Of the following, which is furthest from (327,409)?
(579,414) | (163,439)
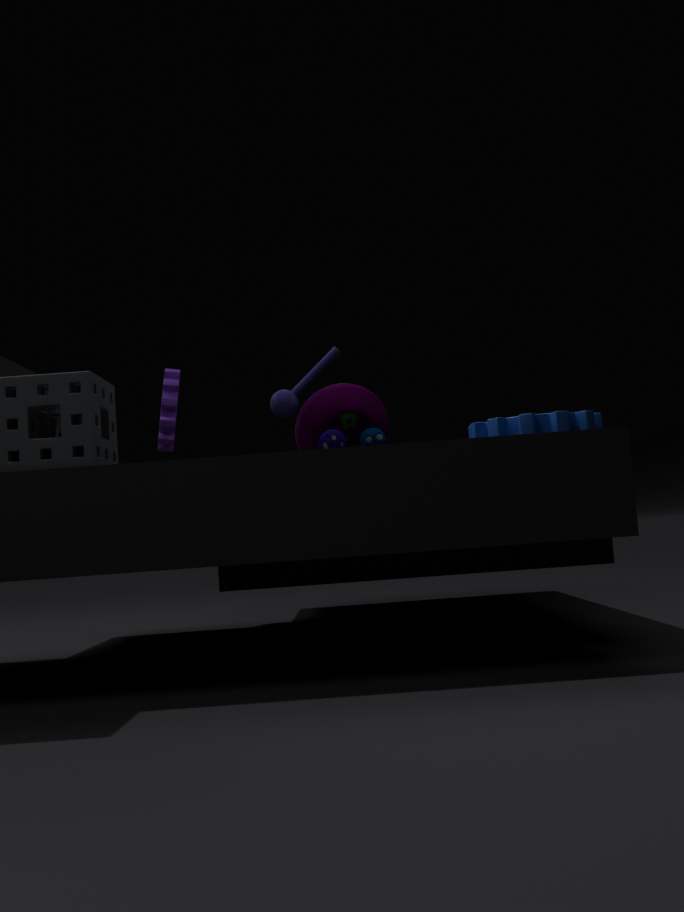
(163,439)
